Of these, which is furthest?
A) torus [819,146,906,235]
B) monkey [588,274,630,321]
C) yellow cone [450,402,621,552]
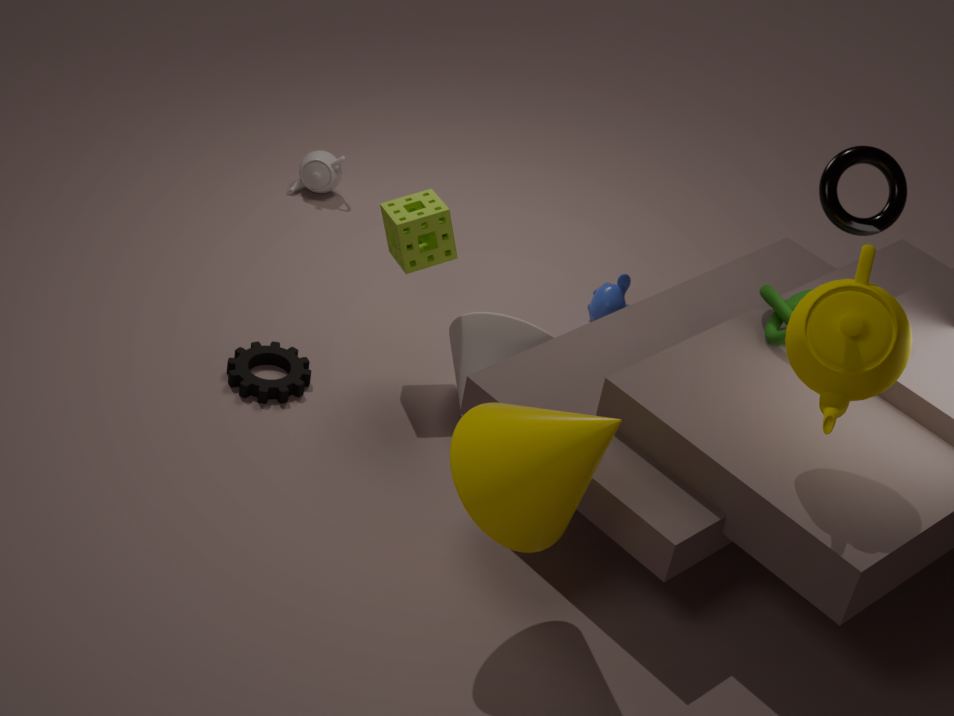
monkey [588,274,630,321]
